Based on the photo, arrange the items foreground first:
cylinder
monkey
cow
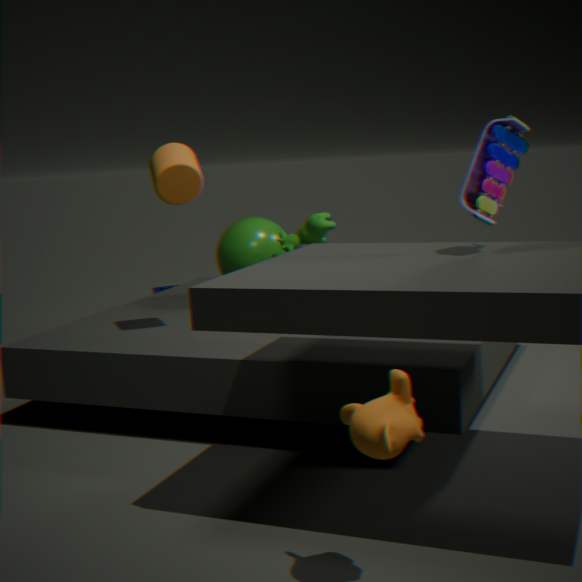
monkey
cylinder
cow
